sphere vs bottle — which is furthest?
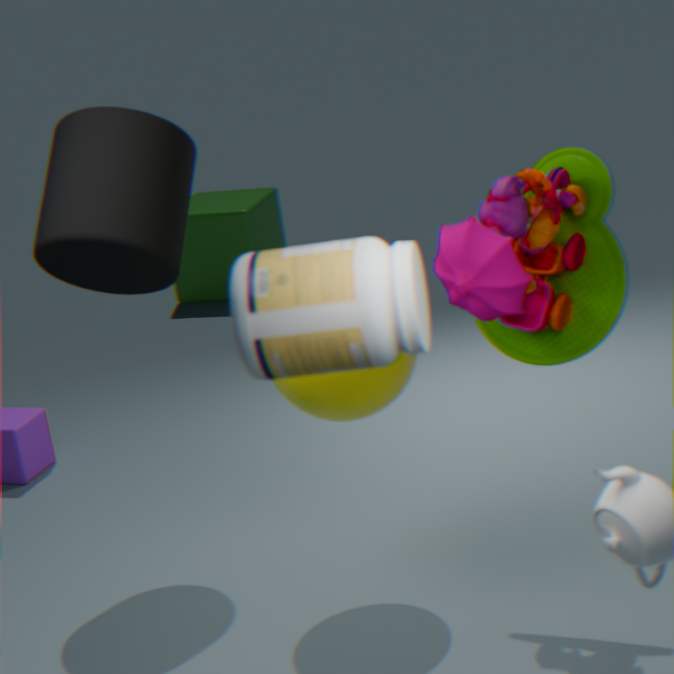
sphere
